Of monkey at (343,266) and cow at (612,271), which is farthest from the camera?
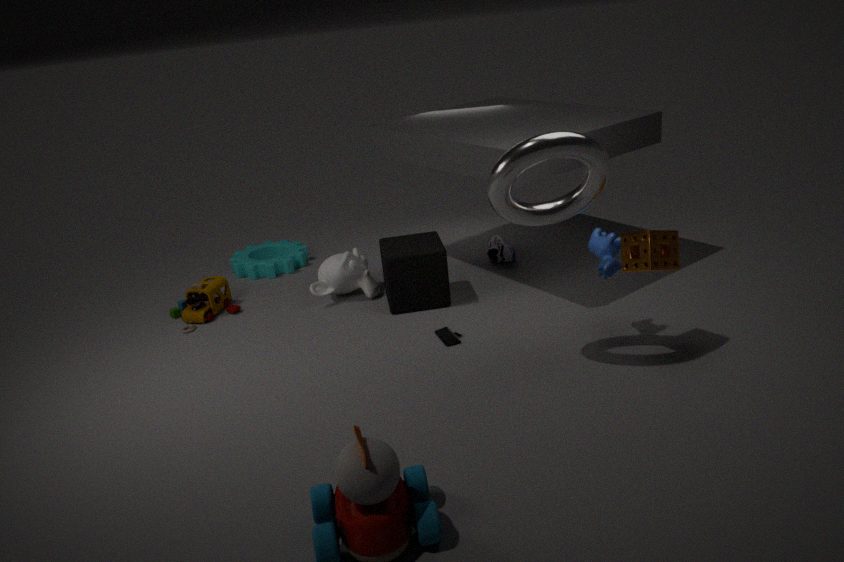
monkey at (343,266)
